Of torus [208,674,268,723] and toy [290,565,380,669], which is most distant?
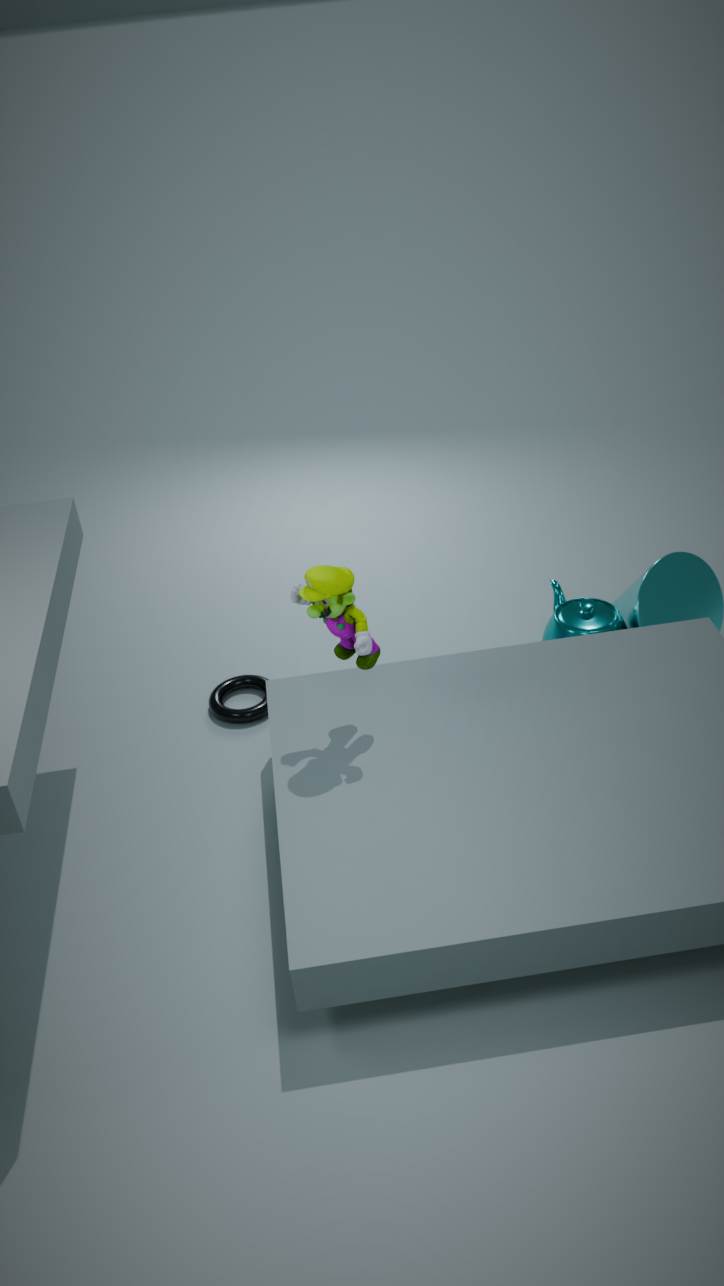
torus [208,674,268,723]
